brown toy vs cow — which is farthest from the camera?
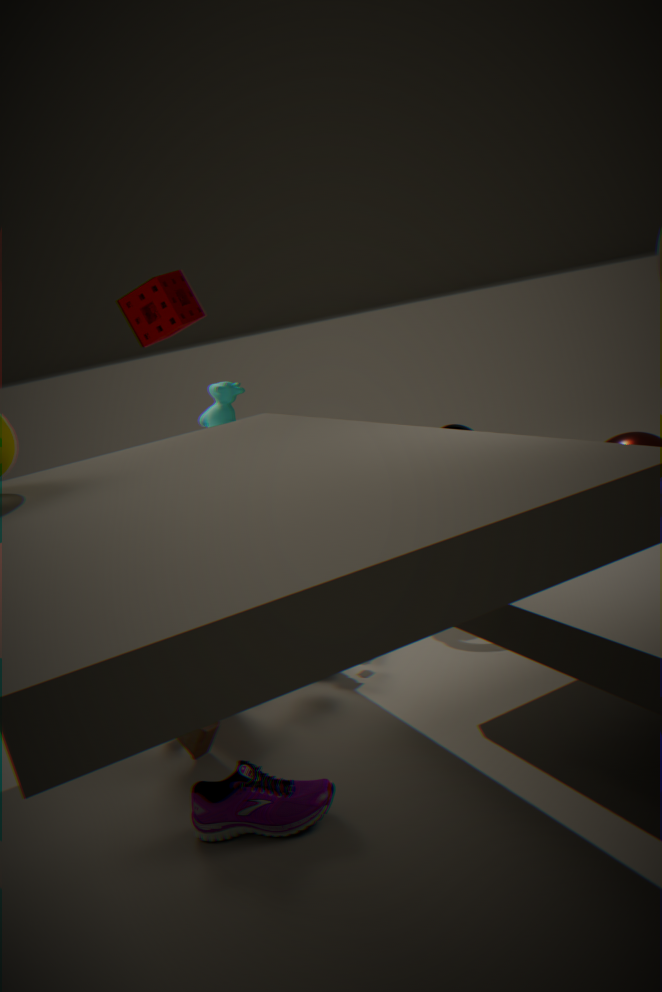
cow
